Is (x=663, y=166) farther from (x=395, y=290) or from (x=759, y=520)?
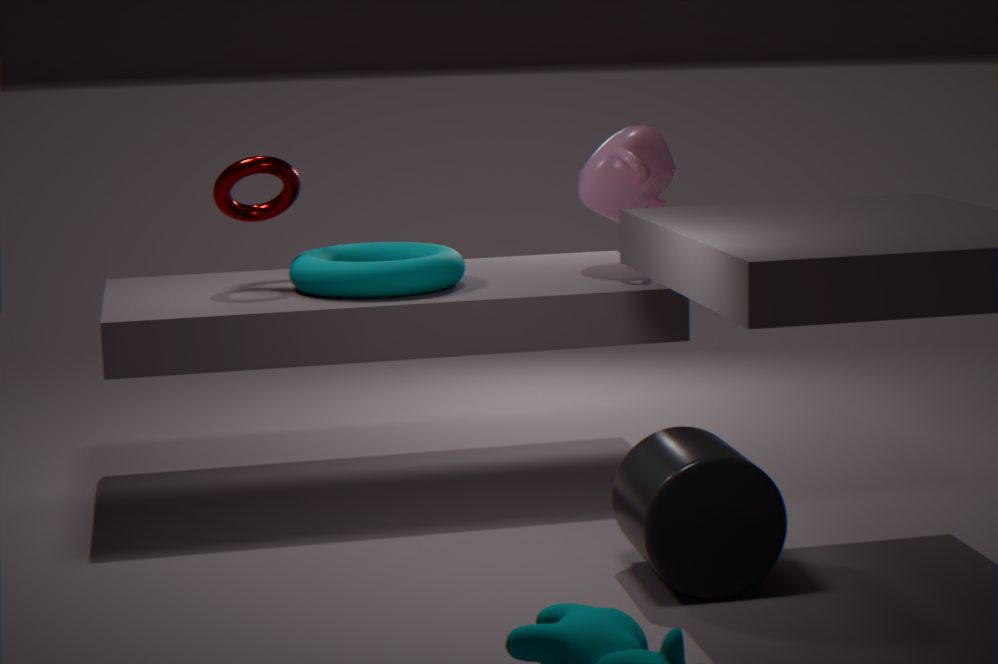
(x=759, y=520)
